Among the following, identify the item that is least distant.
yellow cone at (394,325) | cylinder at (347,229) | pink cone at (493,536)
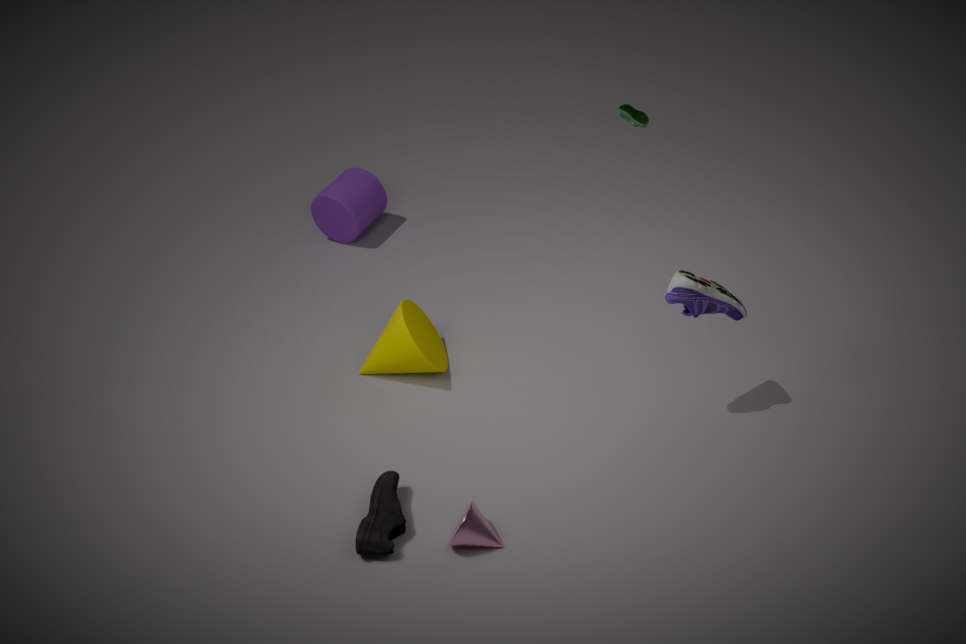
pink cone at (493,536)
